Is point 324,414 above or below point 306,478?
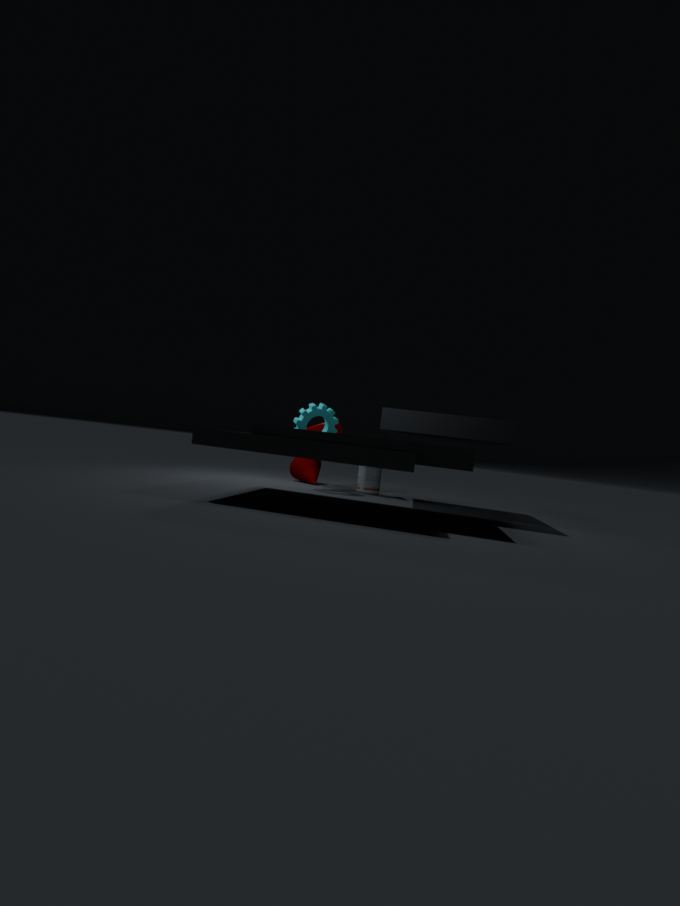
above
